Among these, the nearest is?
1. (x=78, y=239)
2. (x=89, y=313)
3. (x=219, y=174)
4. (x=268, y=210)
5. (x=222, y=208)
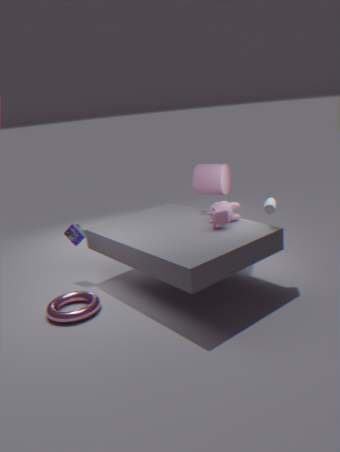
(x=89, y=313)
